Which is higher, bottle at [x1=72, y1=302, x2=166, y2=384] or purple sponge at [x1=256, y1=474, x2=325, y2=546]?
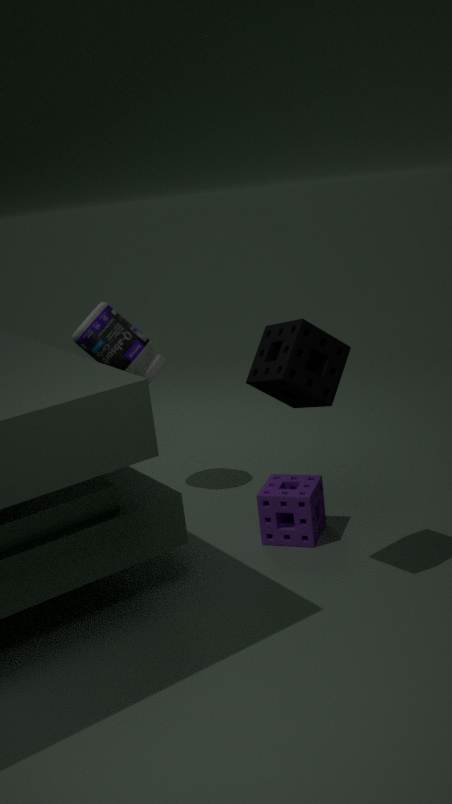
bottle at [x1=72, y1=302, x2=166, y2=384]
